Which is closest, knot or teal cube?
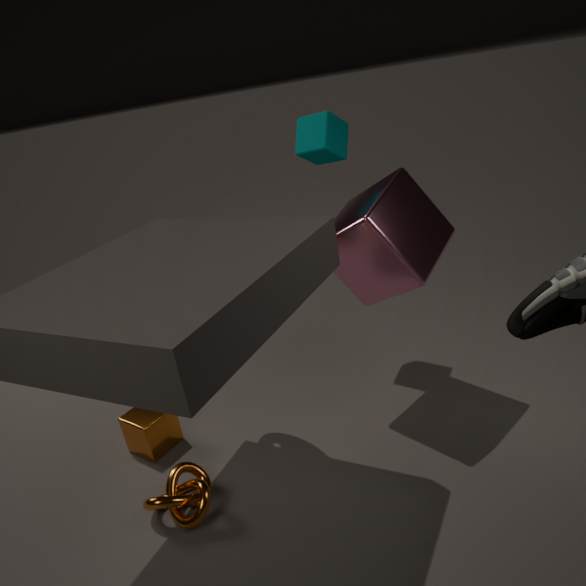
knot
